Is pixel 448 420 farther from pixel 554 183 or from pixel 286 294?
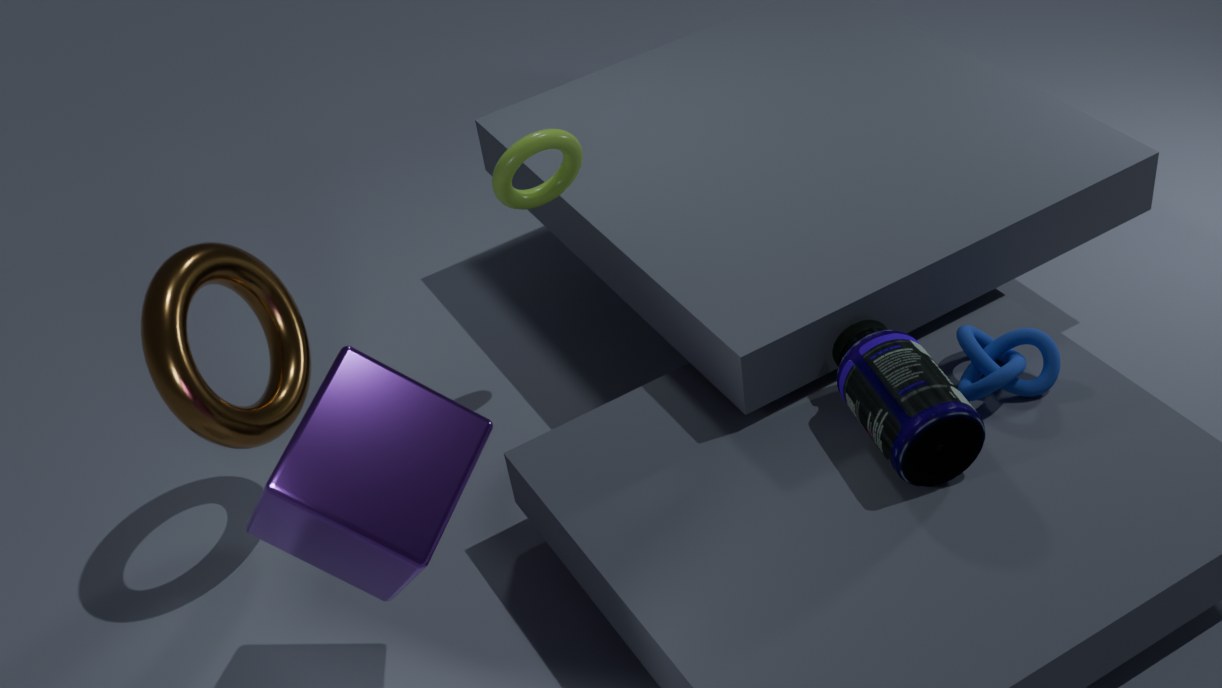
pixel 554 183
